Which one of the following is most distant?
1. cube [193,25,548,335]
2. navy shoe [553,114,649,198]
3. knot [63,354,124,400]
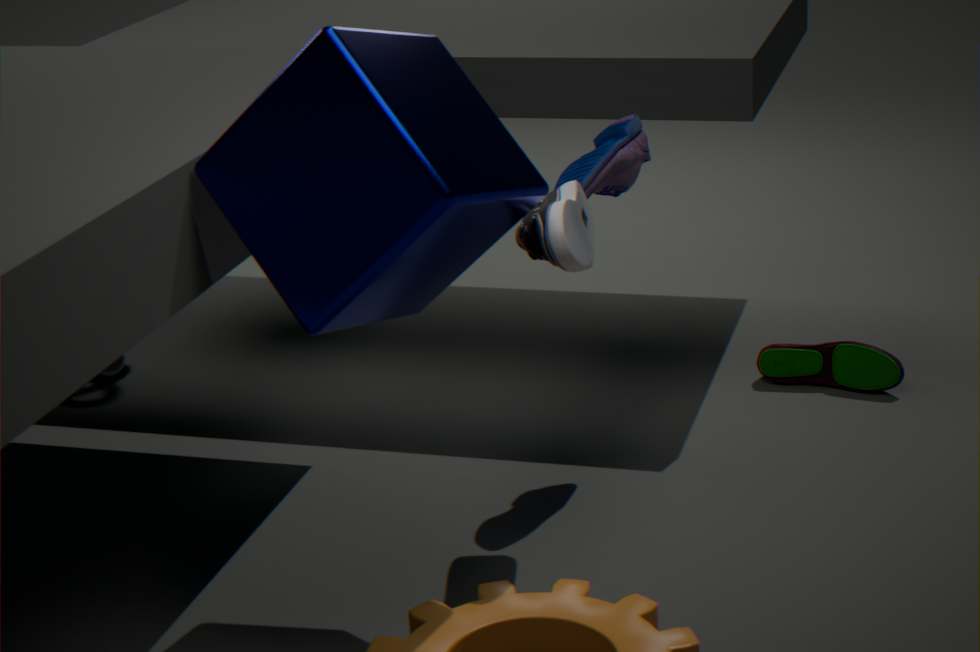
knot [63,354,124,400]
